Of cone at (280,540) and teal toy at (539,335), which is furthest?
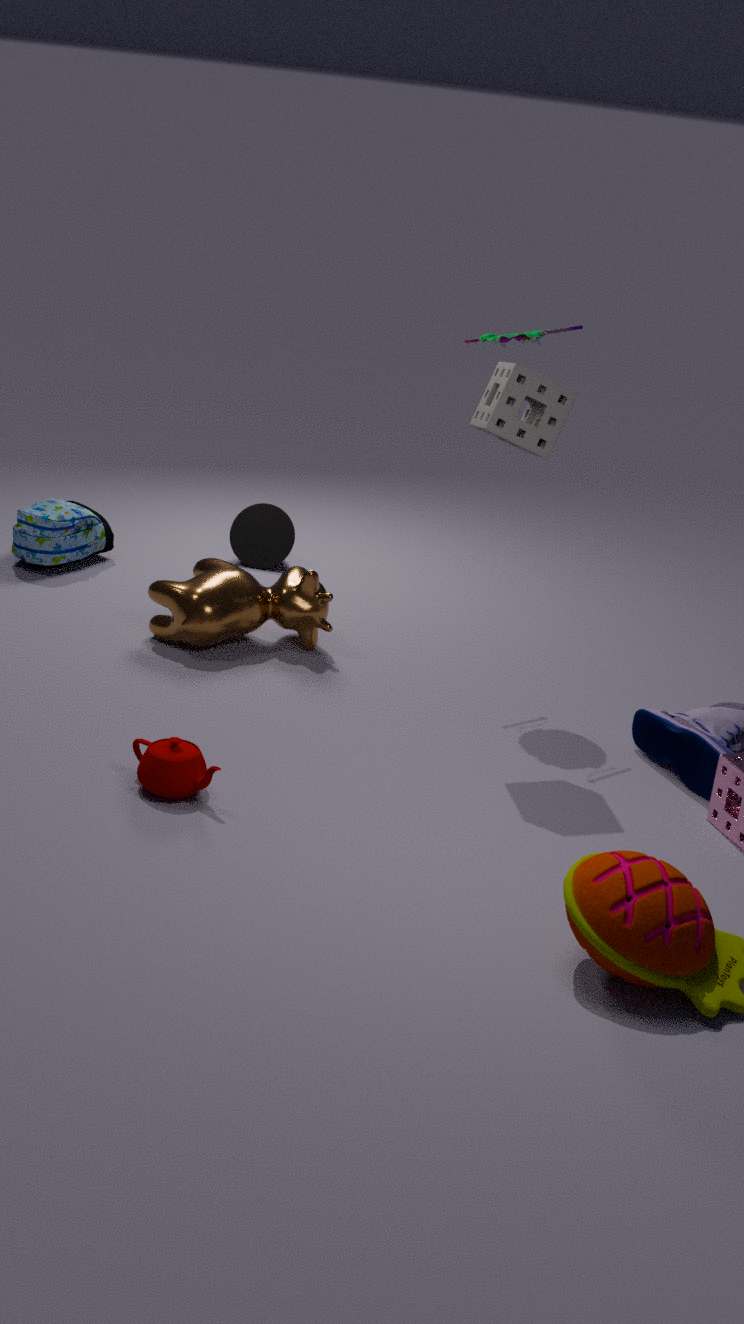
cone at (280,540)
